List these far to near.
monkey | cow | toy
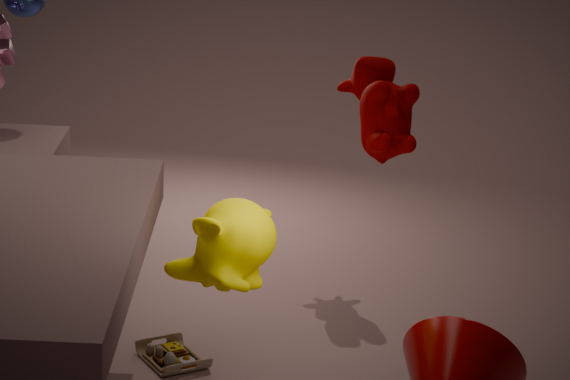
1. cow
2. toy
3. monkey
